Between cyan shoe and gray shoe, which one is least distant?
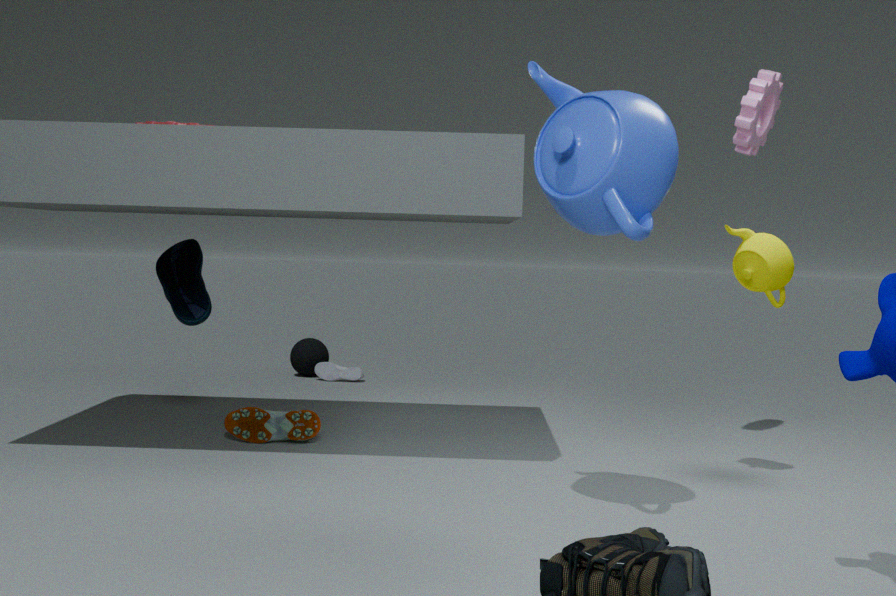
cyan shoe
